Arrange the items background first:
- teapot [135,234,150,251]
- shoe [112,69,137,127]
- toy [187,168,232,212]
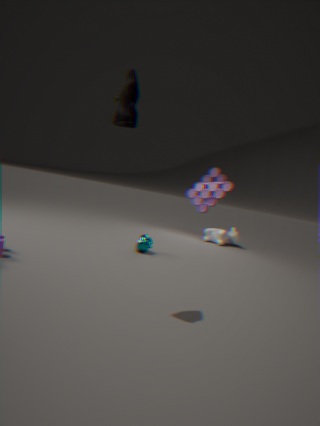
toy [187,168,232,212] < teapot [135,234,150,251] < shoe [112,69,137,127]
